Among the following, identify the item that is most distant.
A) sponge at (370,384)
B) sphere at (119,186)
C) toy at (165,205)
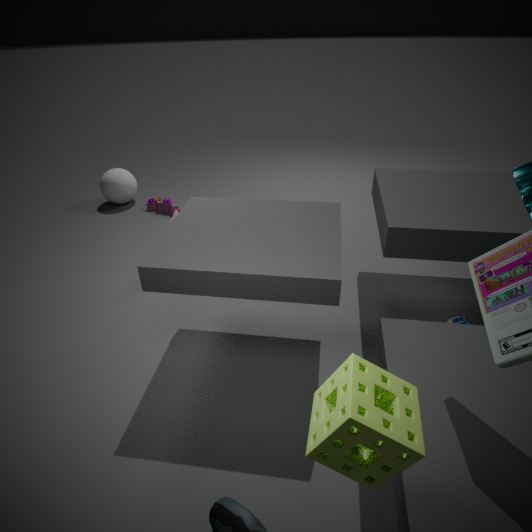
sphere at (119,186)
